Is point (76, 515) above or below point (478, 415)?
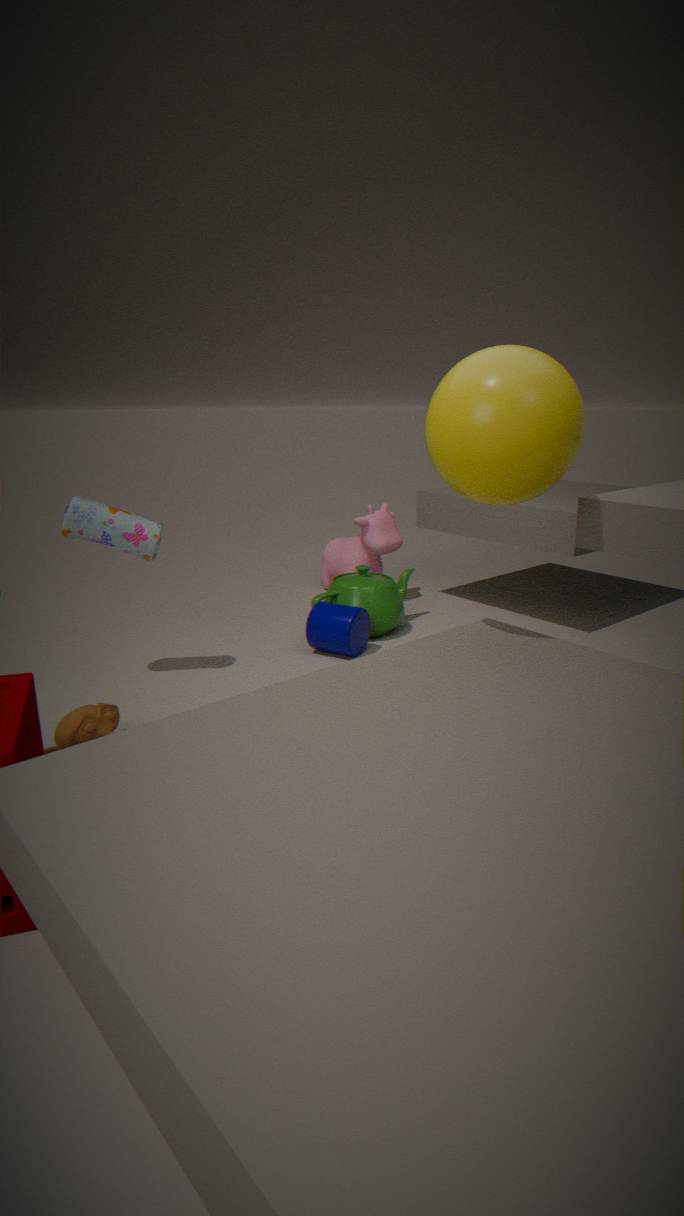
below
